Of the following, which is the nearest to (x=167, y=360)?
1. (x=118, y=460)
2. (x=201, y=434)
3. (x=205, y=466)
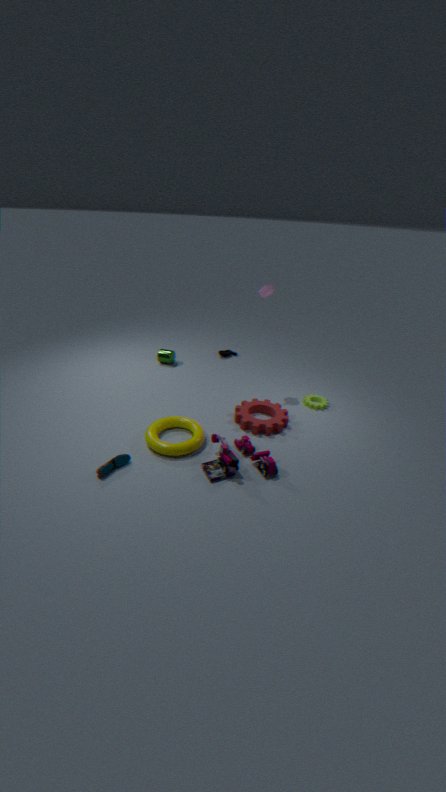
(x=201, y=434)
